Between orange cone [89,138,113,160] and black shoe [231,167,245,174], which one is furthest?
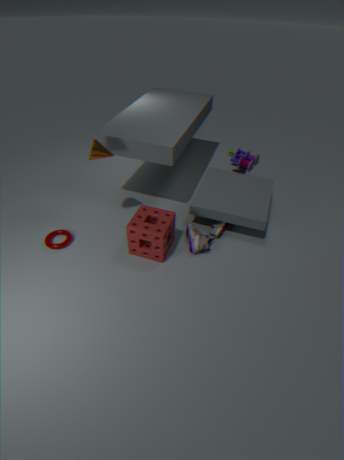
black shoe [231,167,245,174]
